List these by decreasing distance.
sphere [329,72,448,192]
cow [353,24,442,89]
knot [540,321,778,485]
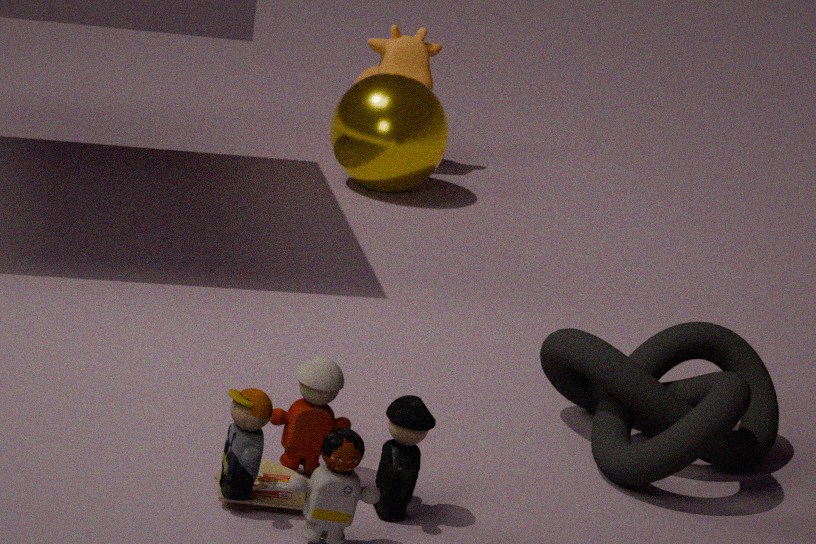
cow [353,24,442,89], sphere [329,72,448,192], knot [540,321,778,485]
